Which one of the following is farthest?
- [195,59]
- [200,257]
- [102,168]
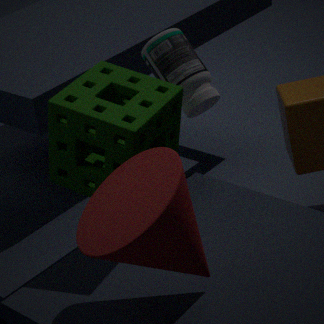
[195,59]
